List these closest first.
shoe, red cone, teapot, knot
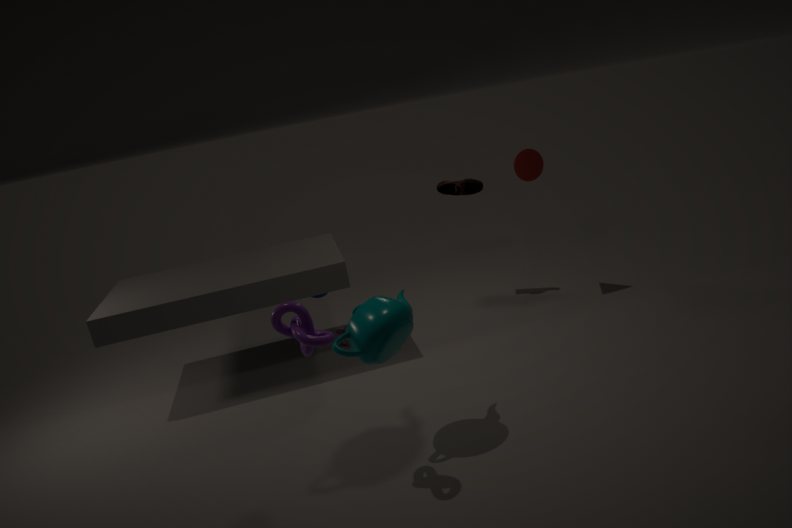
knot, teapot, red cone, shoe
